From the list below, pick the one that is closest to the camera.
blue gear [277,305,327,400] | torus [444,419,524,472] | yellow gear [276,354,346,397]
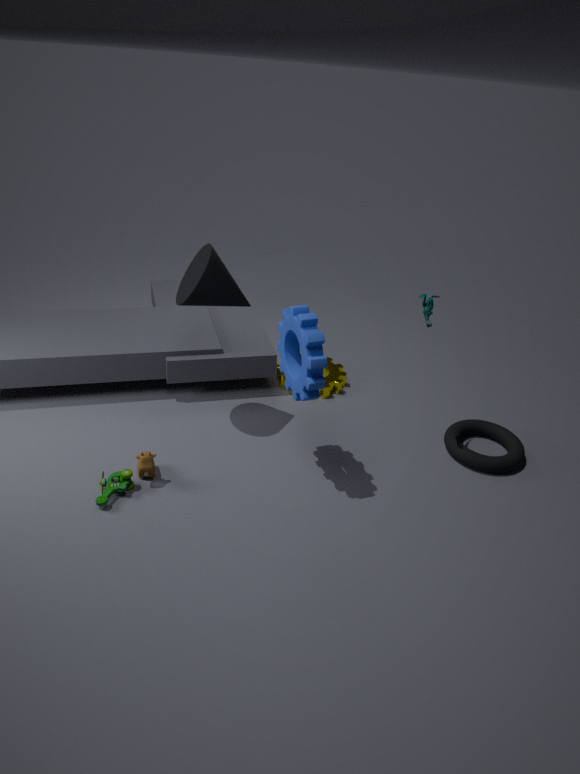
blue gear [277,305,327,400]
